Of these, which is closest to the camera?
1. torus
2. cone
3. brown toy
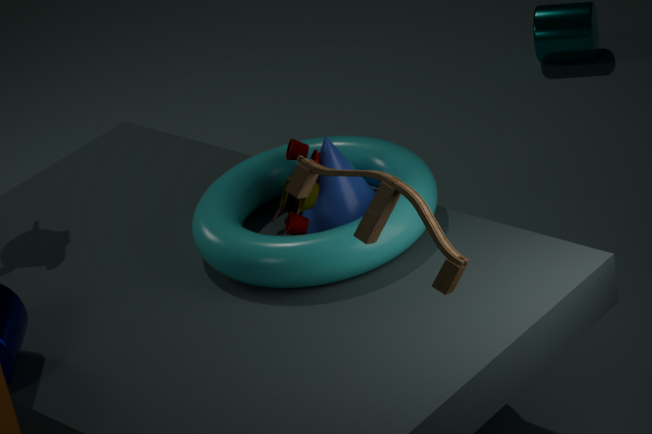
brown toy
